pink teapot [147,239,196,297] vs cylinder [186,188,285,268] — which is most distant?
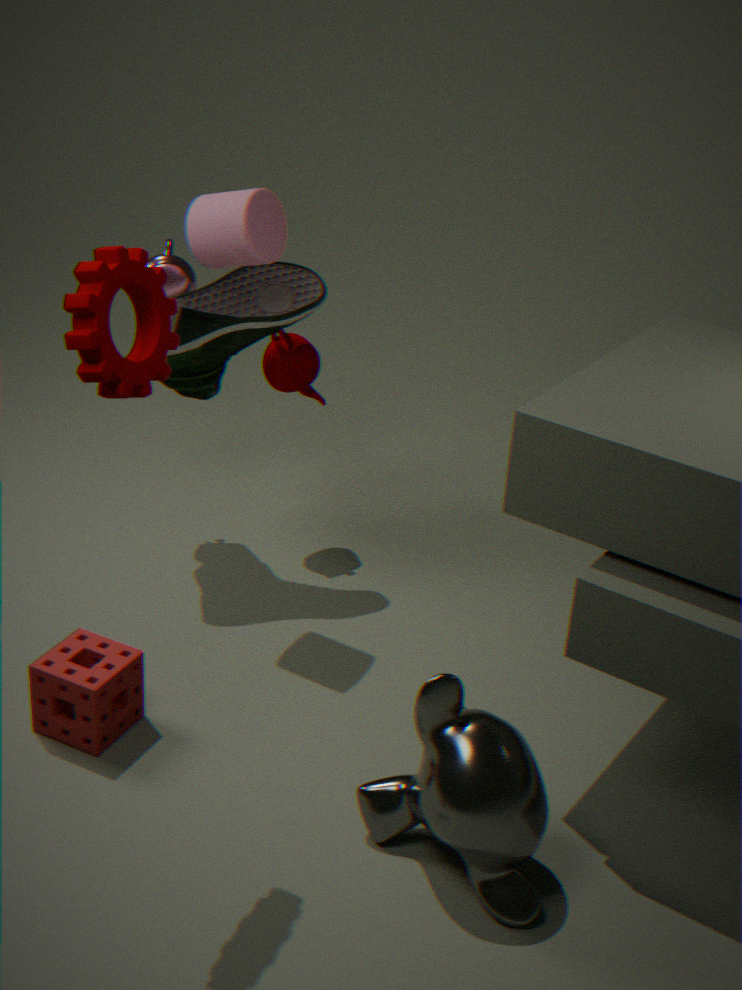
pink teapot [147,239,196,297]
